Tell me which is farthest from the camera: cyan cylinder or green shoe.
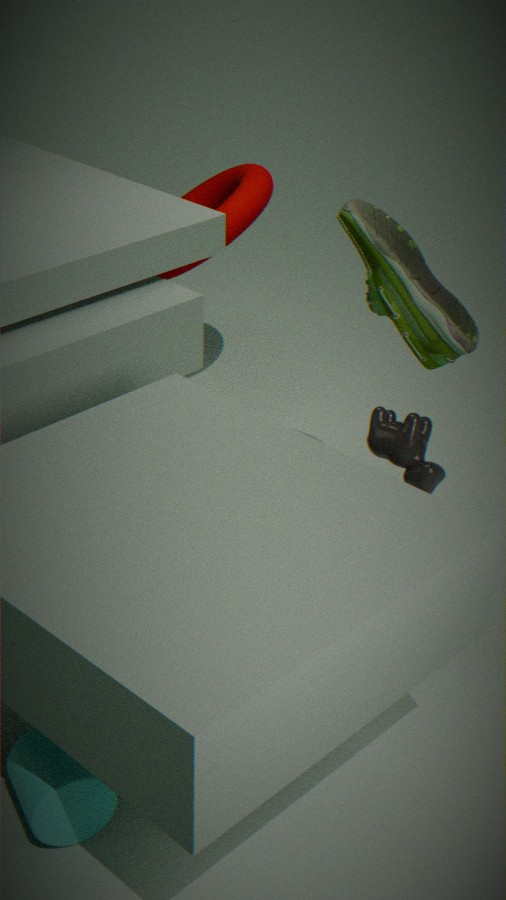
green shoe
